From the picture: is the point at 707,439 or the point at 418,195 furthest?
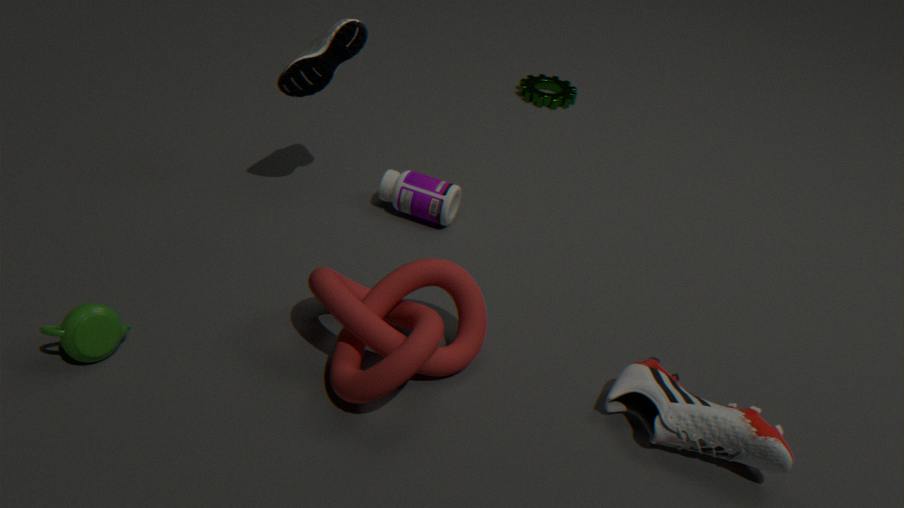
the point at 418,195
